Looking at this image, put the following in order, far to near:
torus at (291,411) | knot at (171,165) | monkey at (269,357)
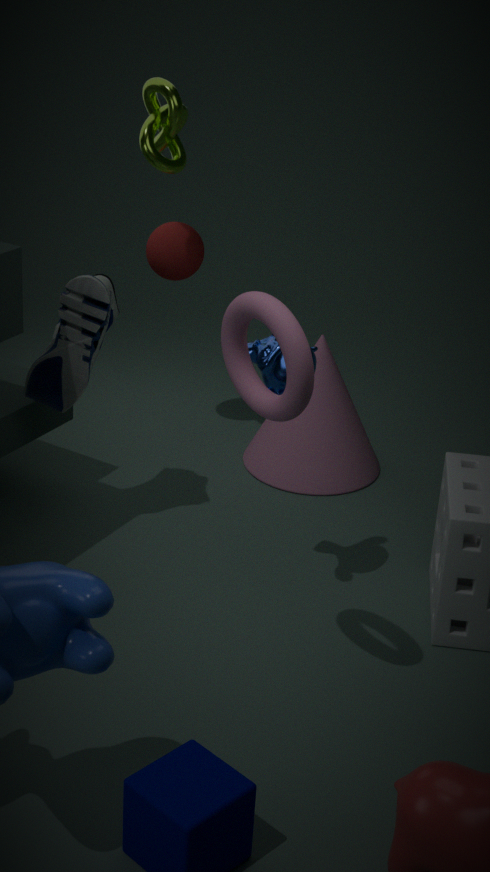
knot at (171,165)
monkey at (269,357)
torus at (291,411)
